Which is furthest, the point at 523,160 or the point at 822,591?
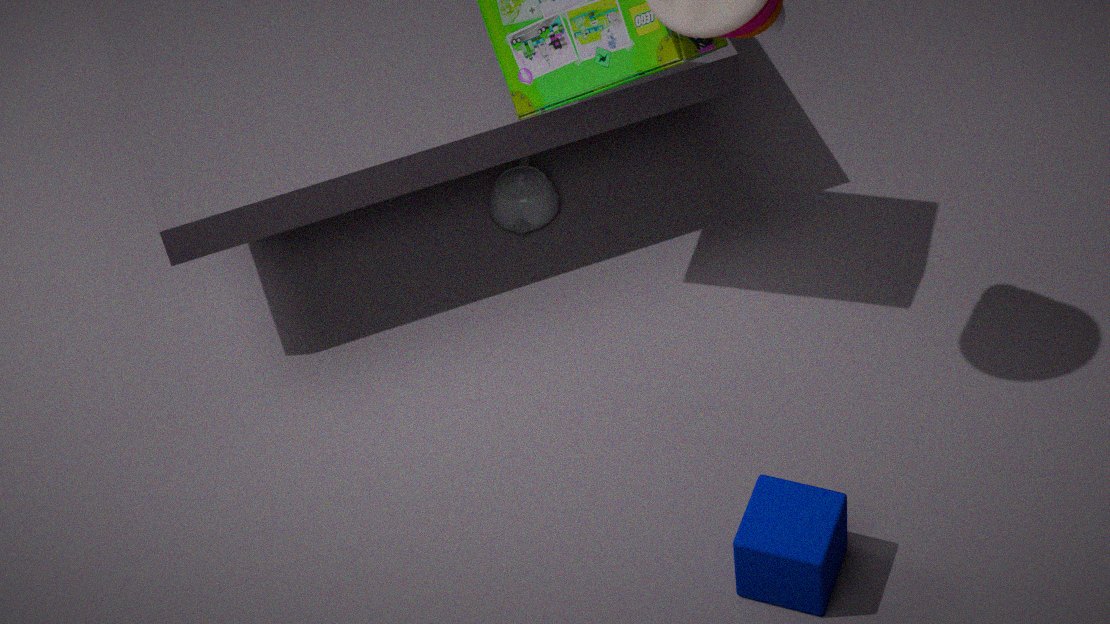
the point at 523,160
